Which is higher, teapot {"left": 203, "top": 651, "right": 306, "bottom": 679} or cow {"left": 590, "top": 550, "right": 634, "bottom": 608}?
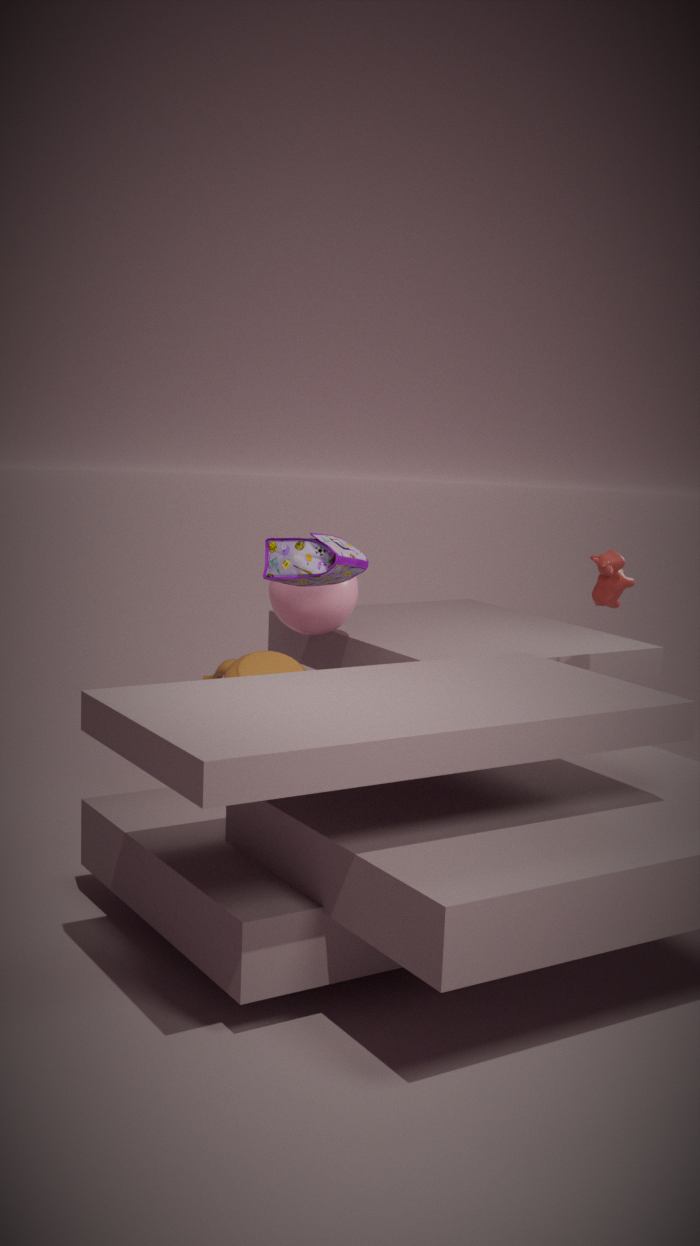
cow {"left": 590, "top": 550, "right": 634, "bottom": 608}
